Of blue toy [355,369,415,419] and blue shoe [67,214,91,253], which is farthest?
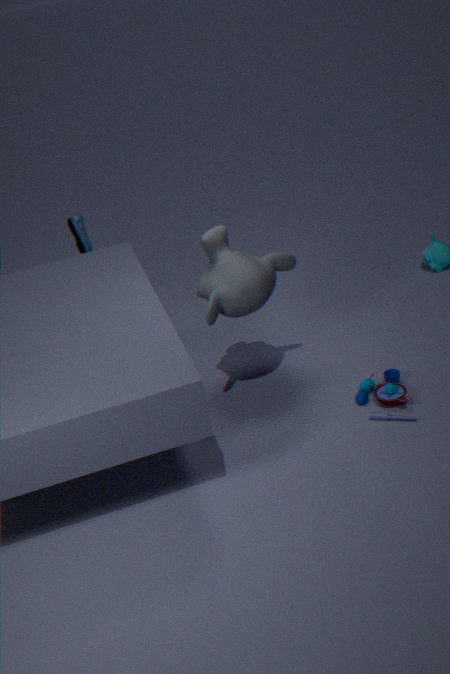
blue shoe [67,214,91,253]
